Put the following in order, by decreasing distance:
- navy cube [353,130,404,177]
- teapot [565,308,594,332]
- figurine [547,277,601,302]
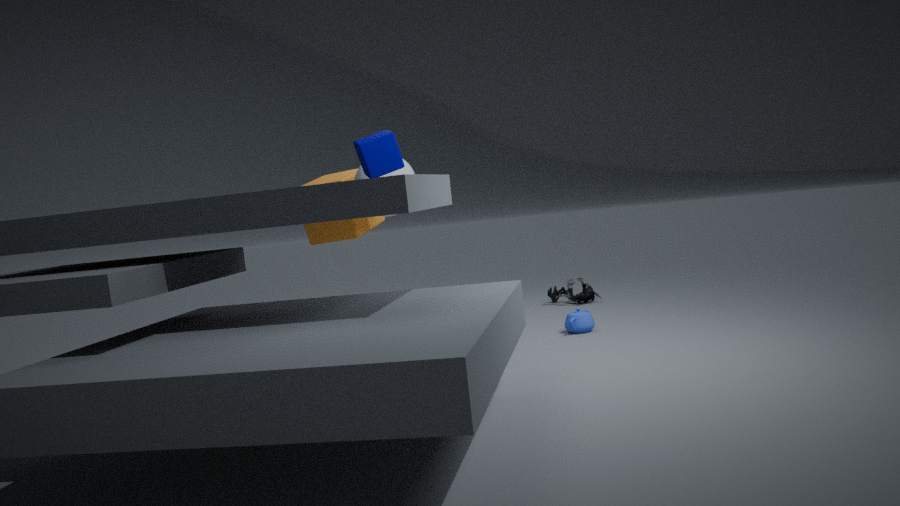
figurine [547,277,601,302] → teapot [565,308,594,332] → navy cube [353,130,404,177]
